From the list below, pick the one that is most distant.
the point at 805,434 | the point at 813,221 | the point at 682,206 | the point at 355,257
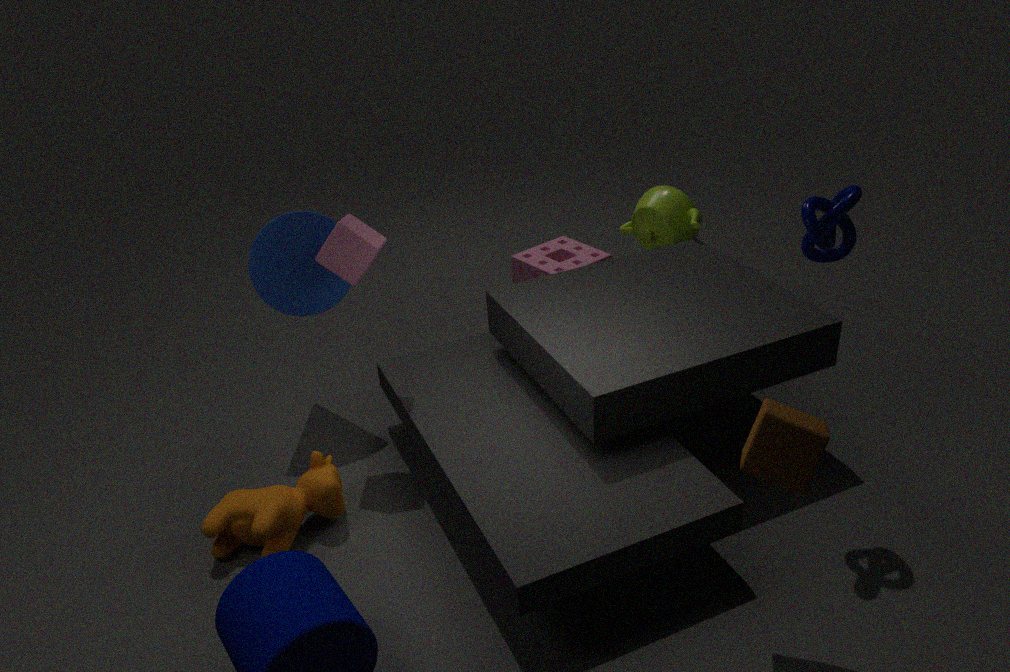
the point at 682,206
